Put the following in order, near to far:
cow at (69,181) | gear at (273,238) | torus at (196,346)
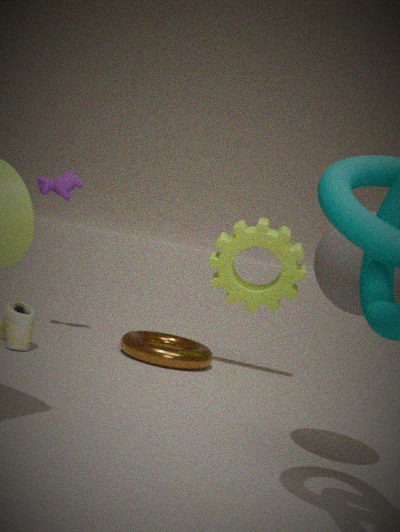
torus at (196,346) → gear at (273,238) → cow at (69,181)
